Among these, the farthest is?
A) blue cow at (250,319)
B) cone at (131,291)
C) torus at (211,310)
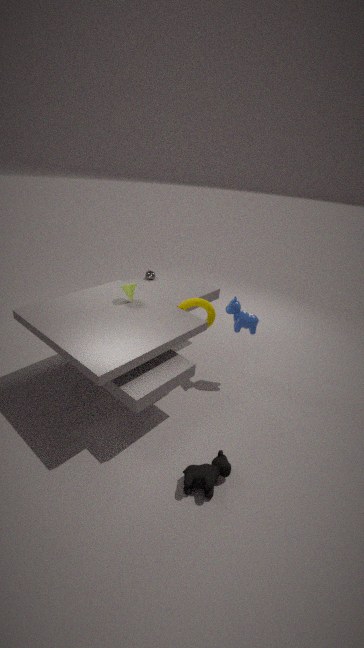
torus at (211,310)
